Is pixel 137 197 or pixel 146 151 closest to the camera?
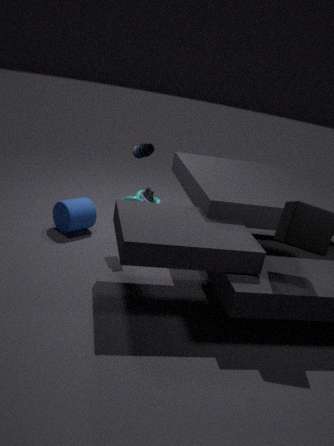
pixel 146 151
